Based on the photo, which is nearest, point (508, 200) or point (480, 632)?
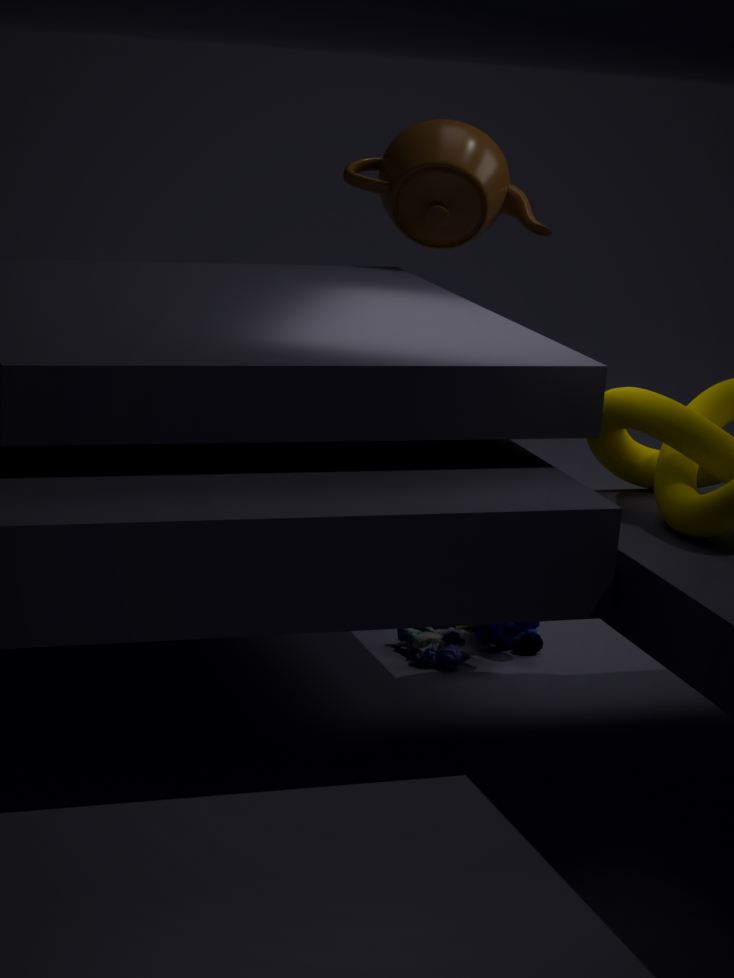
point (480, 632)
